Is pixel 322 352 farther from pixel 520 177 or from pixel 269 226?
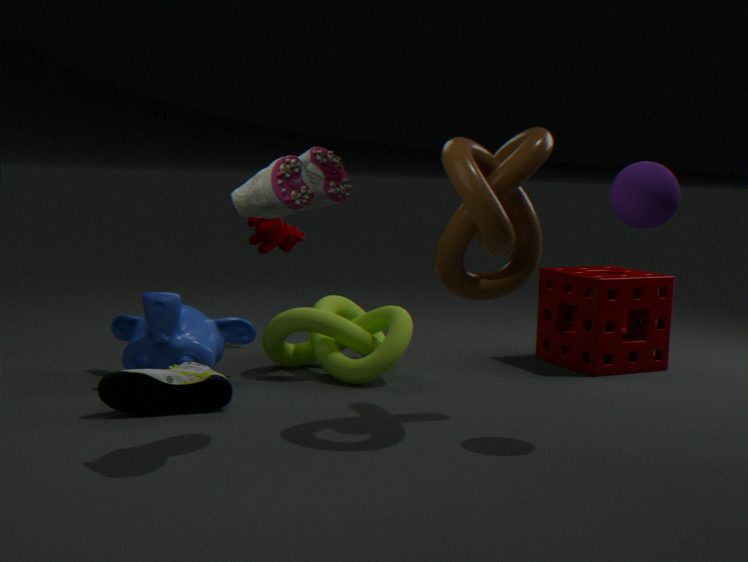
pixel 520 177
